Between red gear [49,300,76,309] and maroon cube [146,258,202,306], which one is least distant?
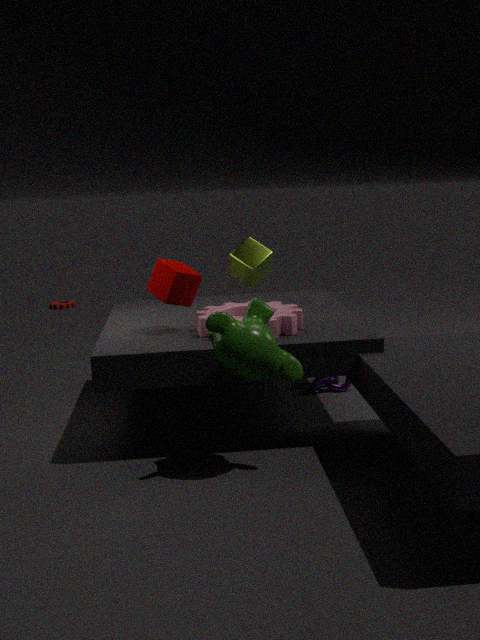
maroon cube [146,258,202,306]
